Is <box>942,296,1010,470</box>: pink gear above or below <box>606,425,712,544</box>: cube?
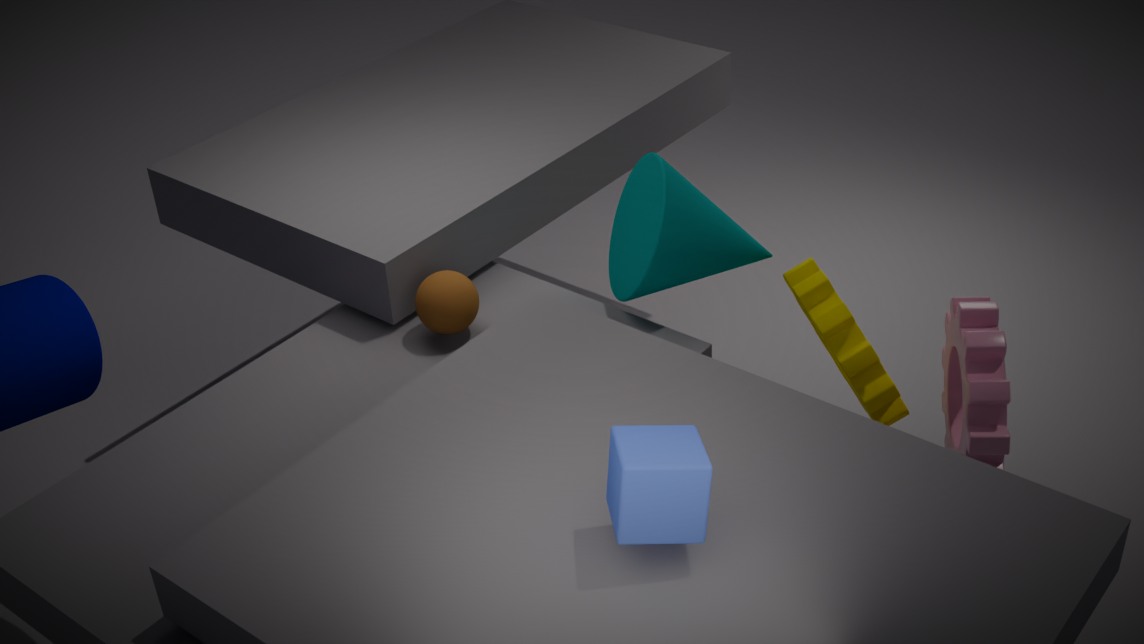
below
